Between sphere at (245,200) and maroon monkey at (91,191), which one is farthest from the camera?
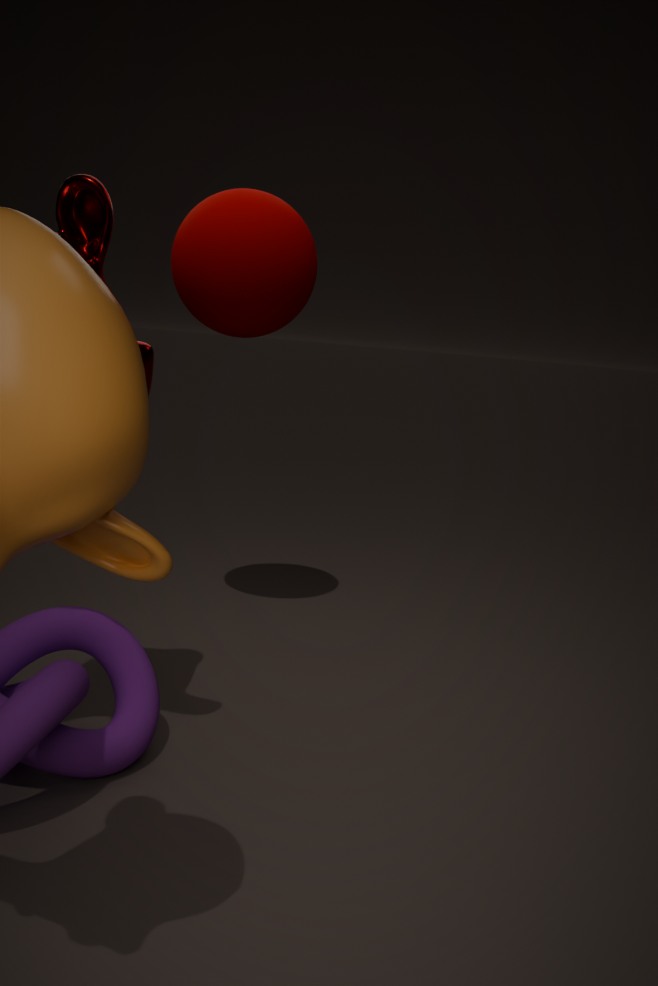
sphere at (245,200)
